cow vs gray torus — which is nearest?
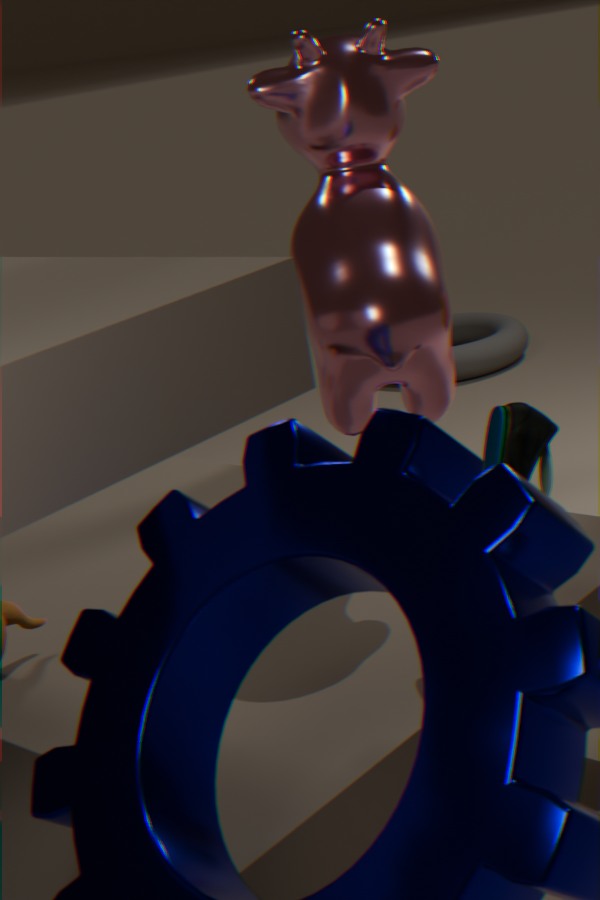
cow
